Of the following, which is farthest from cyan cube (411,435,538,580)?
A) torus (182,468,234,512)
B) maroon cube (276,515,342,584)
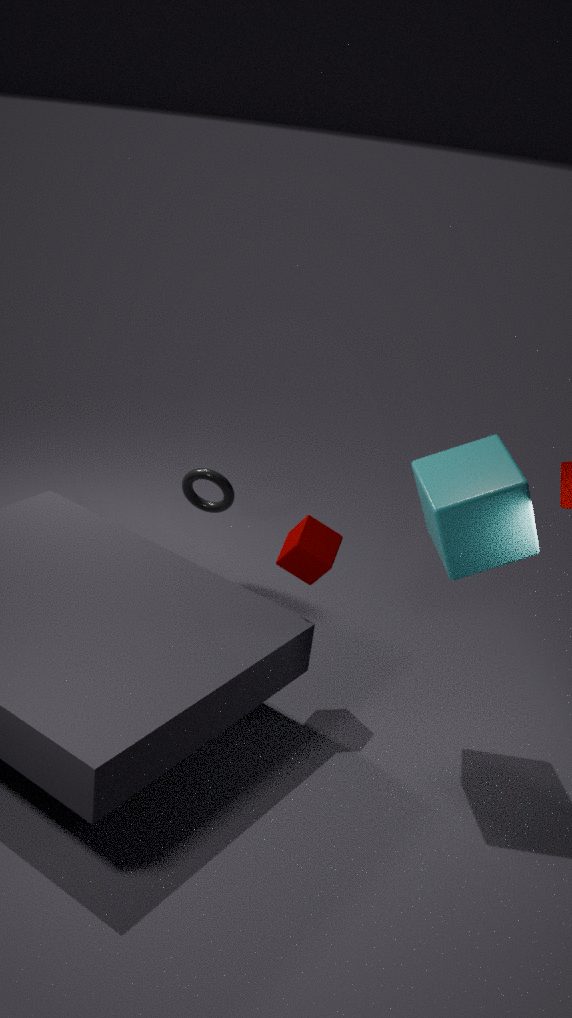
torus (182,468,234,512)
